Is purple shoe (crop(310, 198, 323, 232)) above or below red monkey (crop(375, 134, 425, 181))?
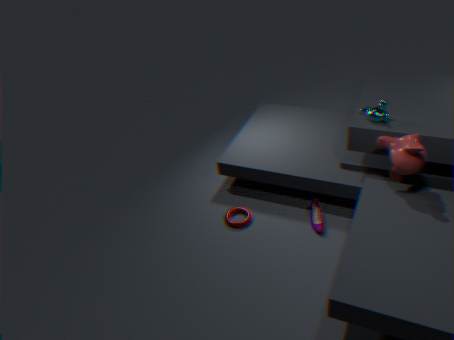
below
